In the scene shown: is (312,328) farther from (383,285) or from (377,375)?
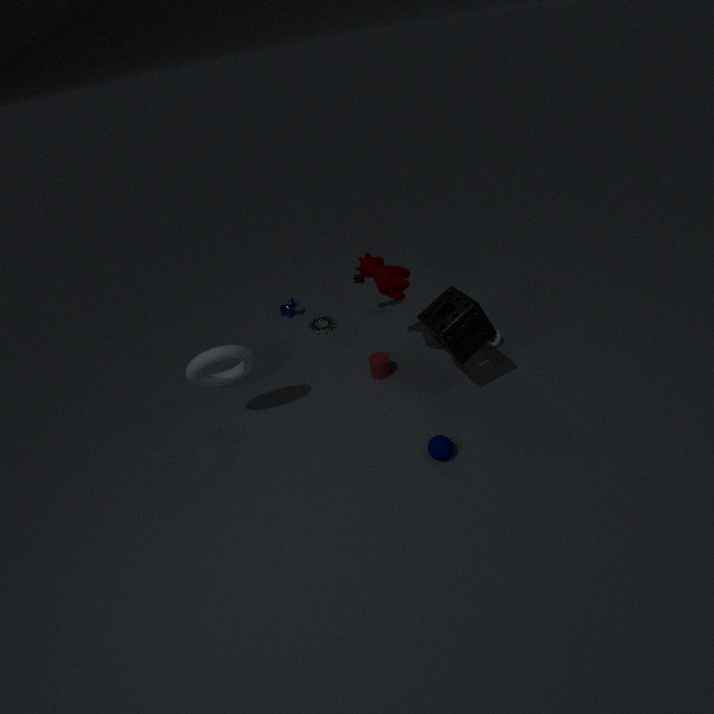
(383,285)
